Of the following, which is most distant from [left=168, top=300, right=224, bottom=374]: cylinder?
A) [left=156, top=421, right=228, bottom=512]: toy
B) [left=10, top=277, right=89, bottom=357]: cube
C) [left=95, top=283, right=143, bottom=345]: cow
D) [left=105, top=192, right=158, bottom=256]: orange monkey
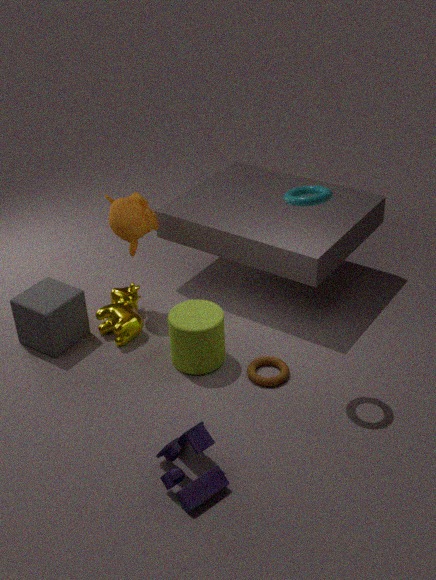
[left=10, top=277, right=89, bottom=357]: cube
